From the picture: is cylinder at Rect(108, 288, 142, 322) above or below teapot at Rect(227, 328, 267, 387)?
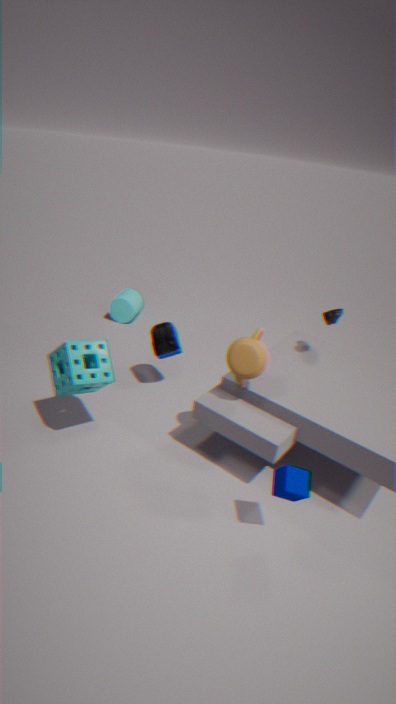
below
